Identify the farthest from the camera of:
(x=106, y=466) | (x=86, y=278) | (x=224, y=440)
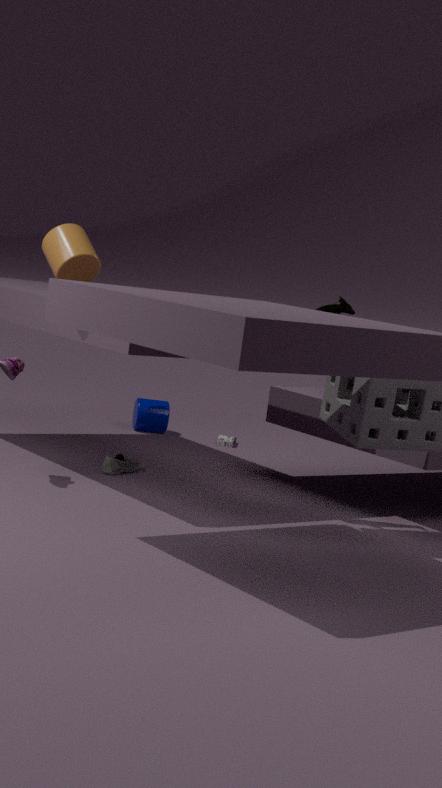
(x=224, y=440)
